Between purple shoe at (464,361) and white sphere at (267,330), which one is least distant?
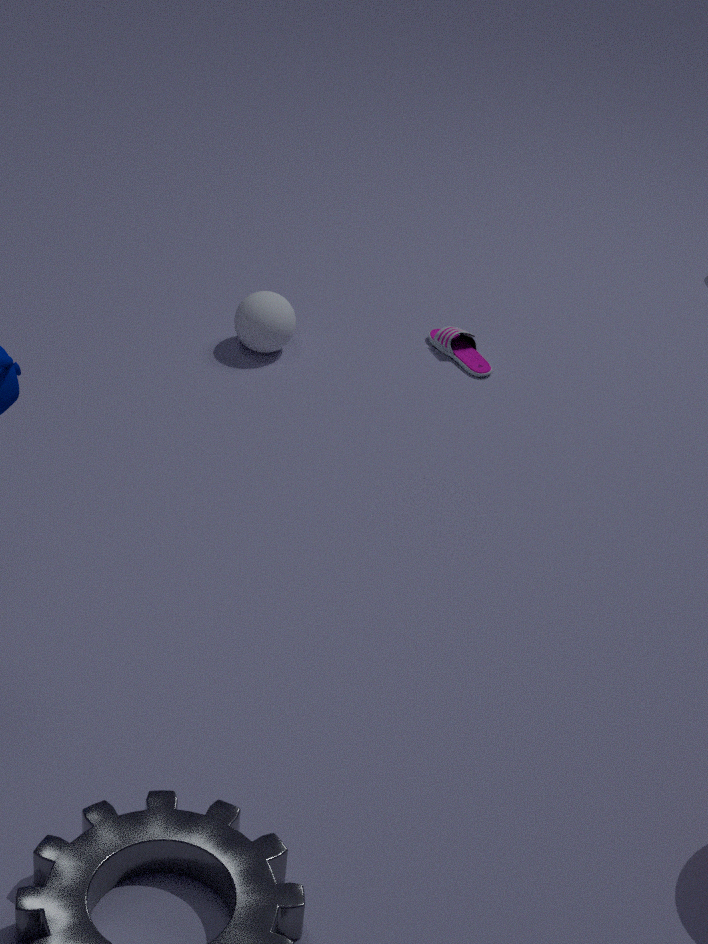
white sphere at (267,330)
